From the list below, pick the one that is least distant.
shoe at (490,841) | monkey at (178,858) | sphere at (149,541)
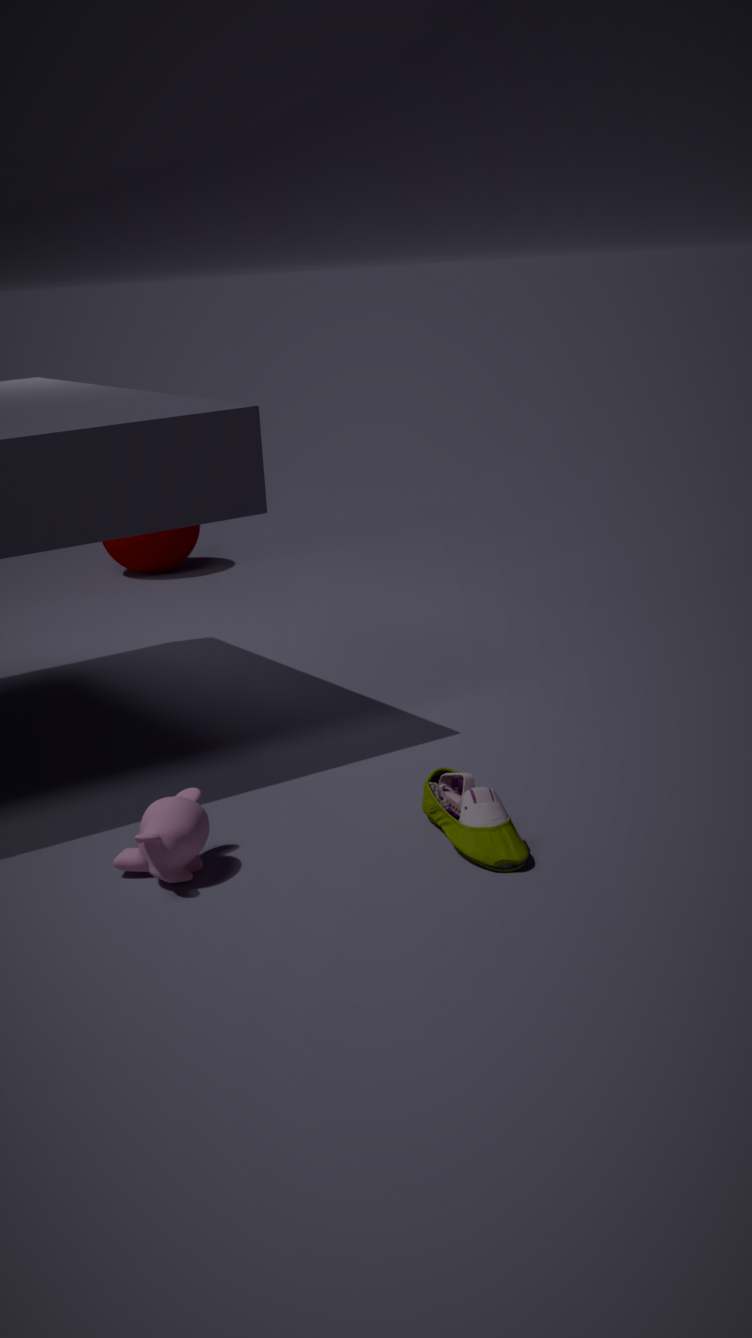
monkey at (178,858)
